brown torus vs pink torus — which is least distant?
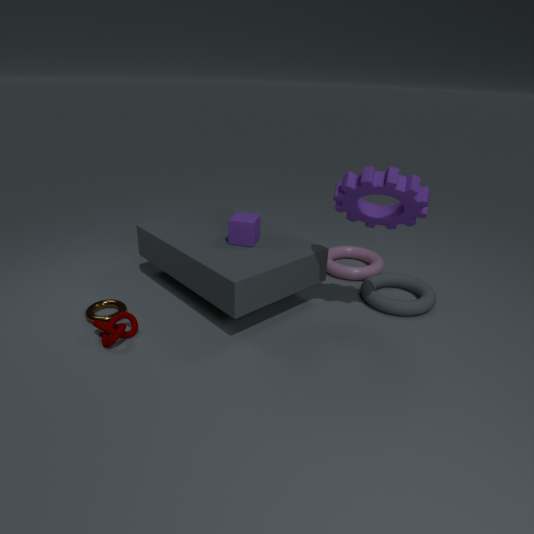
brown torus
